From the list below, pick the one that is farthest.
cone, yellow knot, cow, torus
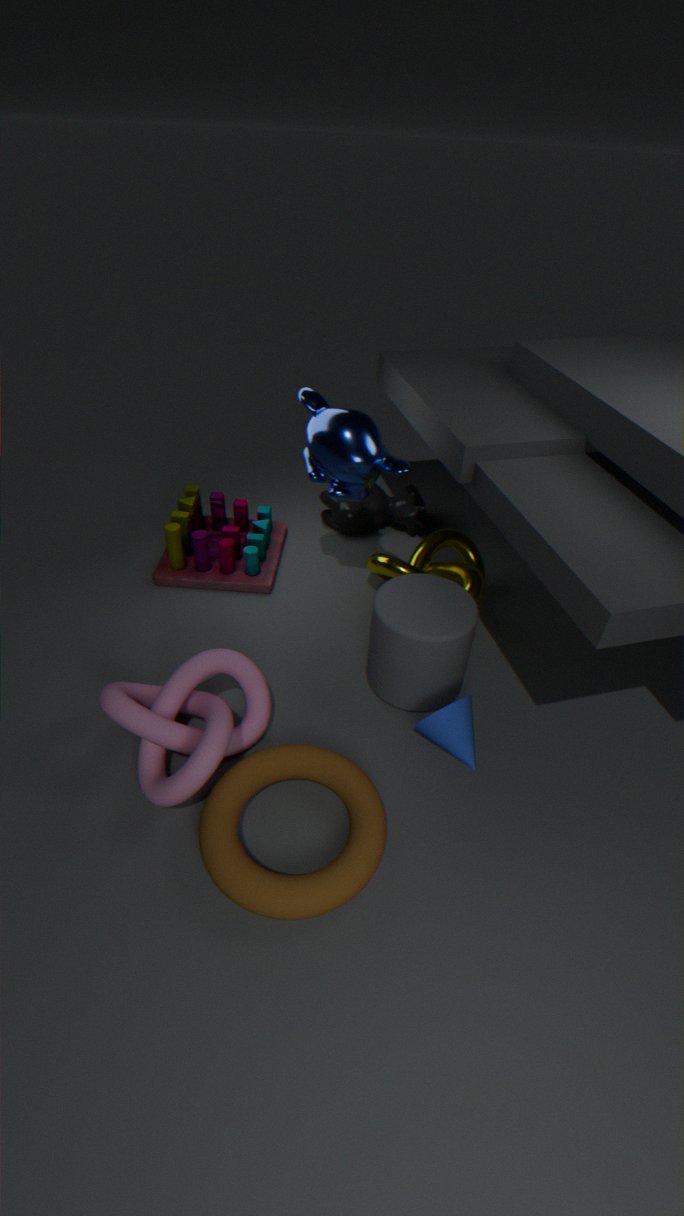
cow
